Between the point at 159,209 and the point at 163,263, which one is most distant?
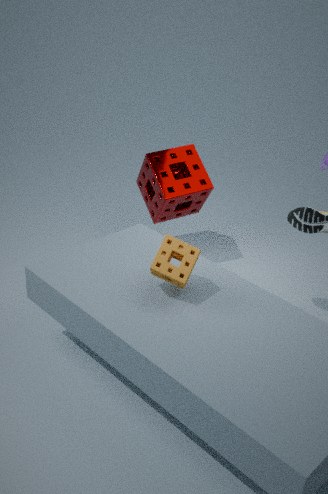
the point at 159,209
